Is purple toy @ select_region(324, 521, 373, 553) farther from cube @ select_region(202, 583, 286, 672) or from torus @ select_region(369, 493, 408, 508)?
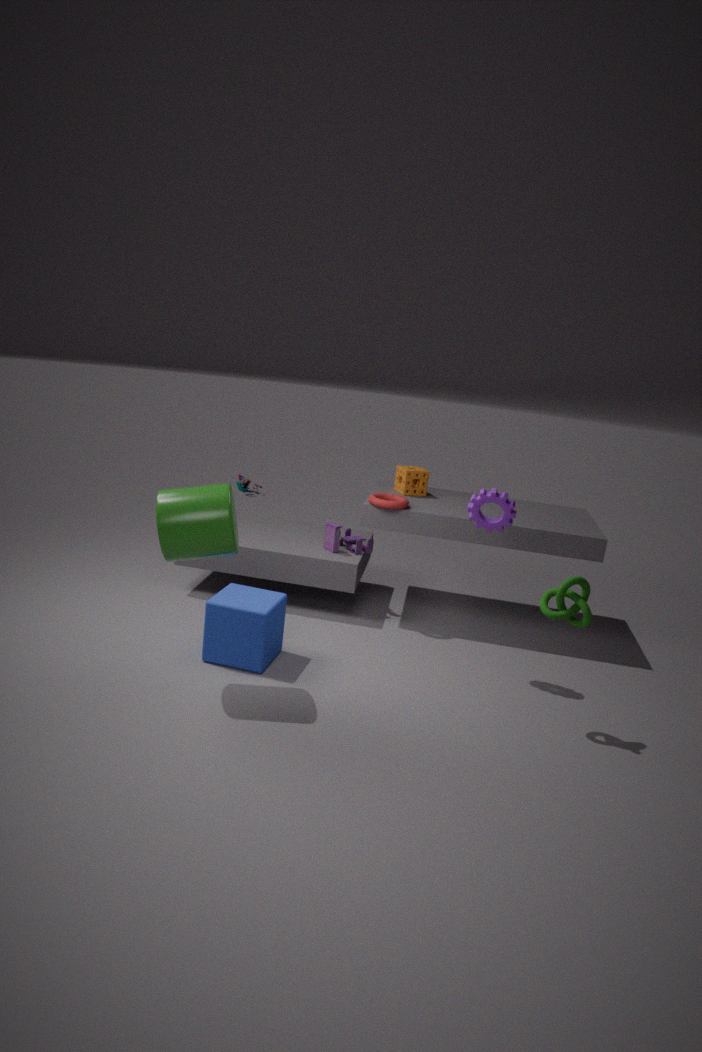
cube @ select_region(202, 583, 286, 672)
